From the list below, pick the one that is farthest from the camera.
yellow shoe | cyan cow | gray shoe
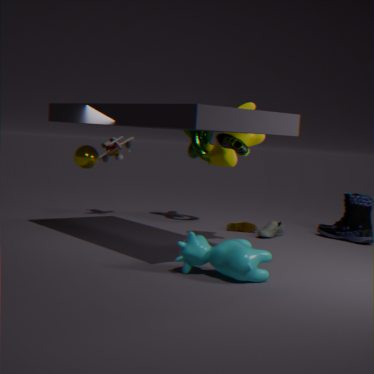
gray shoe
